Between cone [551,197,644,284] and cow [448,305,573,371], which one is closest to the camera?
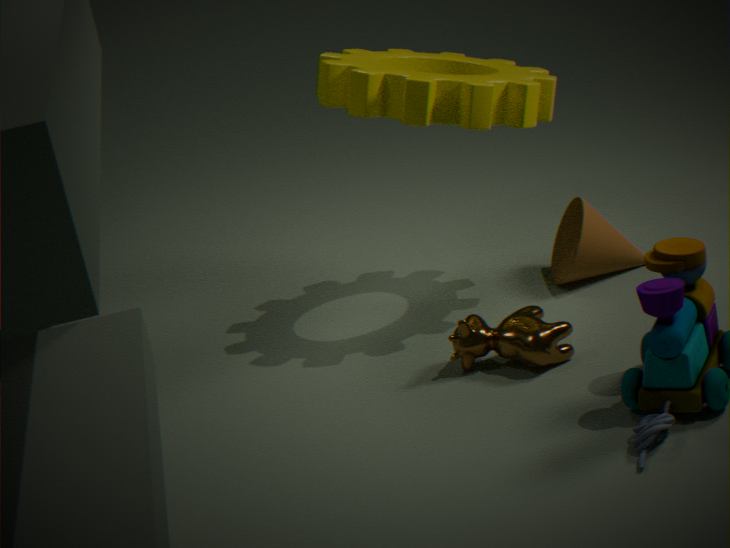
cow [448,305,573,371]
